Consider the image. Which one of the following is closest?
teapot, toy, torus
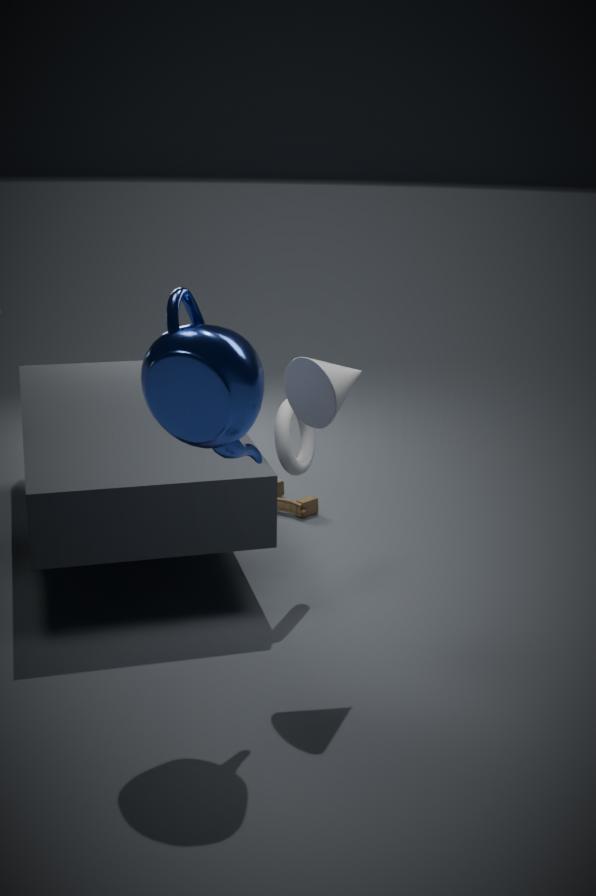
teapot
